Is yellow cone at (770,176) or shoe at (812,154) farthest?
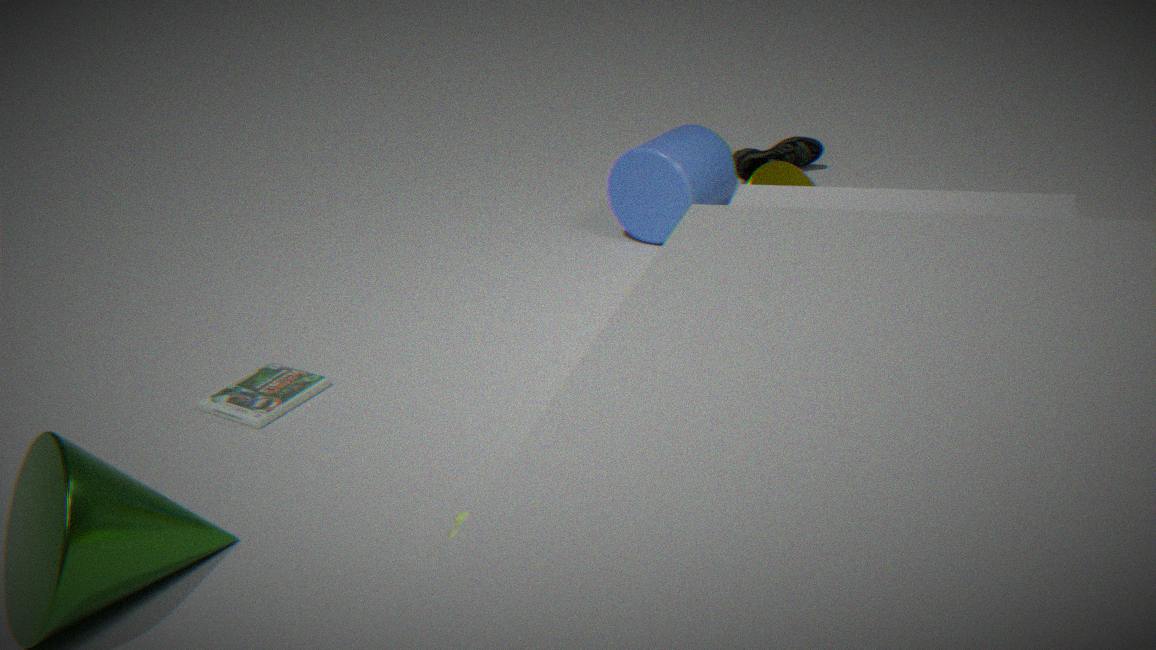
shoe at (812,154)
